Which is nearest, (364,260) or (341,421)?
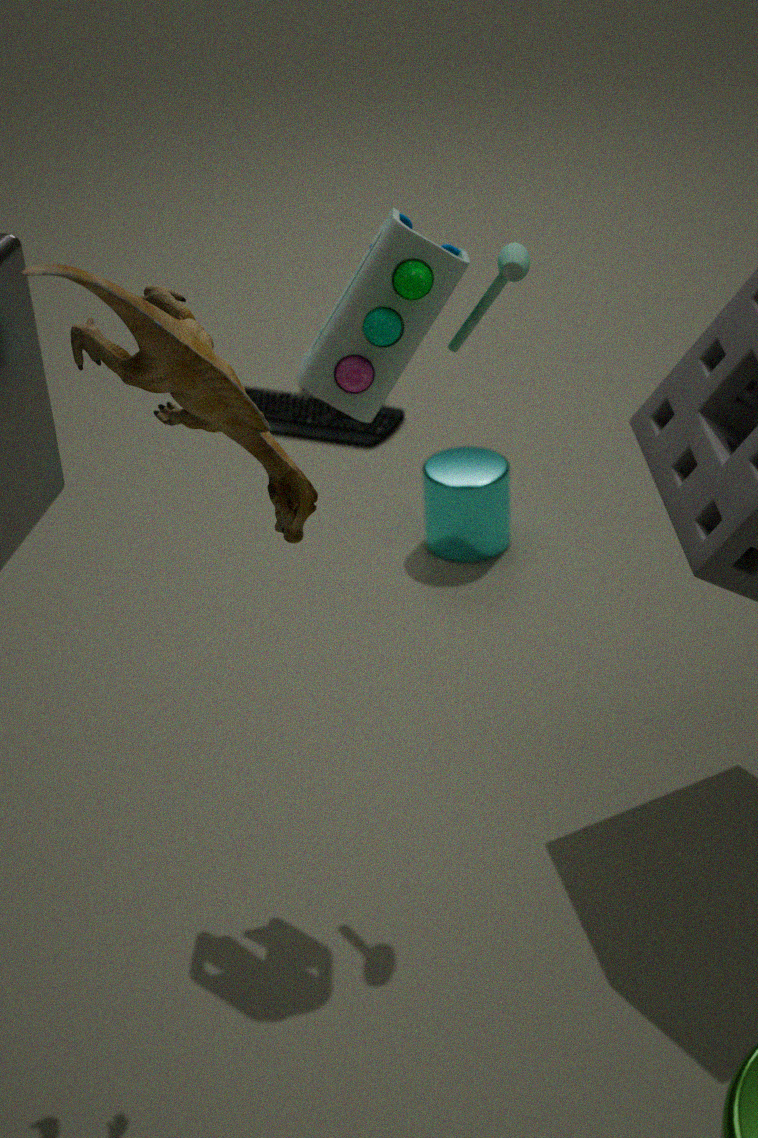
(364,260)
